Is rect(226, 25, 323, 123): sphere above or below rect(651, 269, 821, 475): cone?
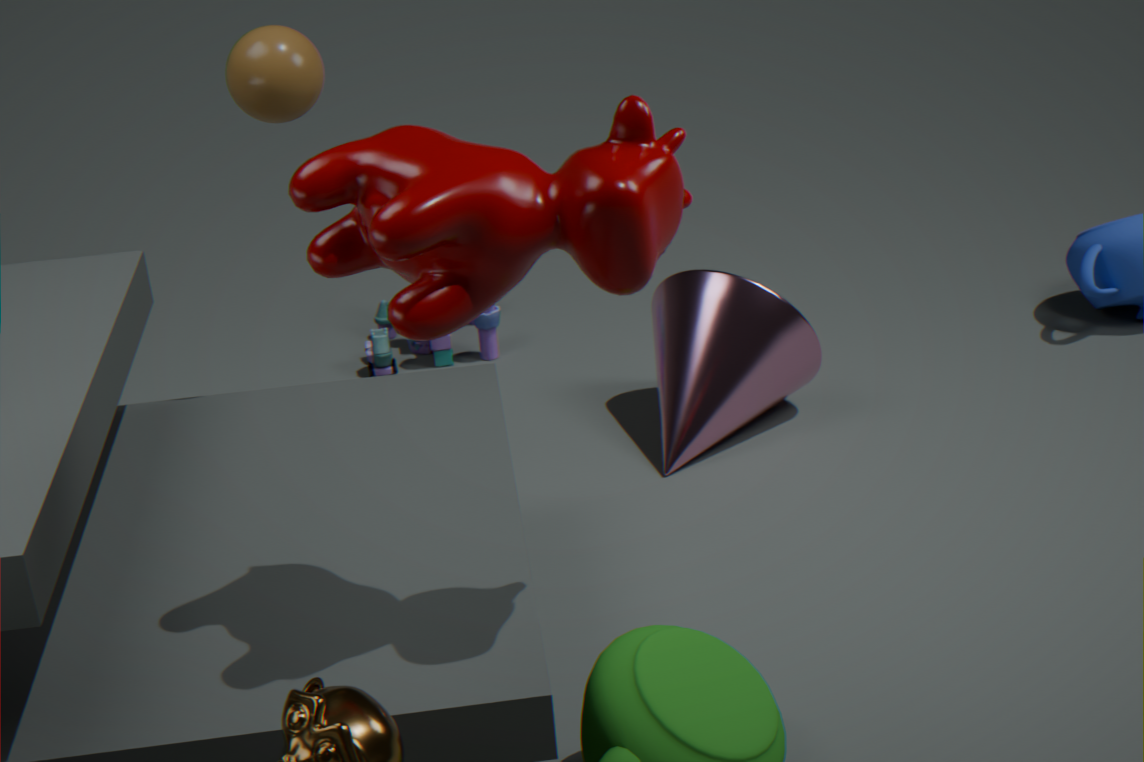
above
